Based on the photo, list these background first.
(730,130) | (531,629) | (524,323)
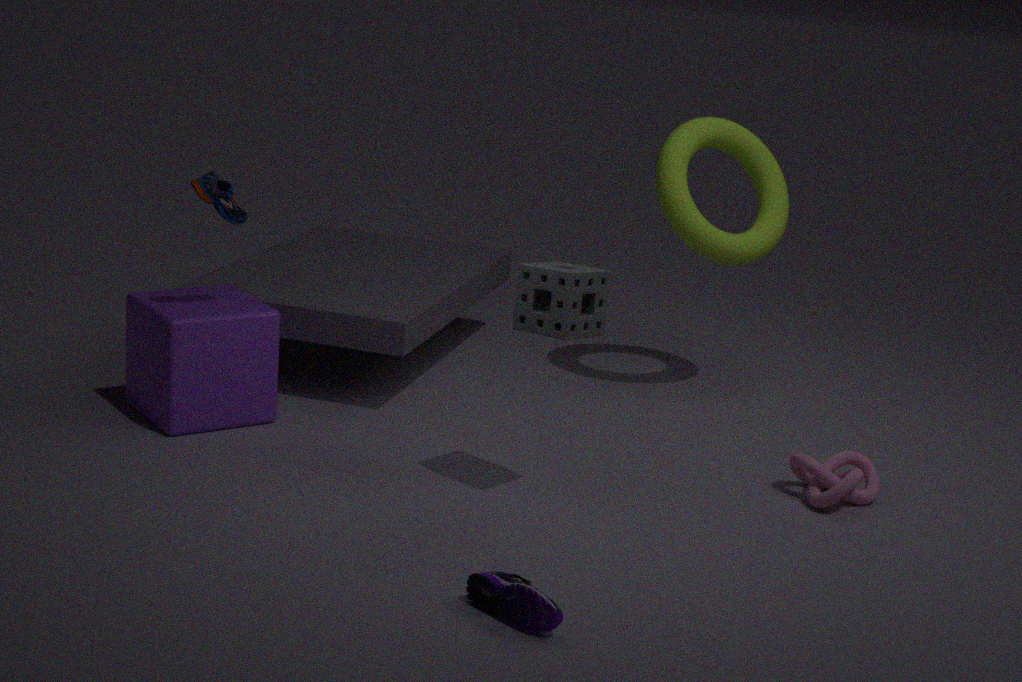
1. (730,130)
2. (524,323)
3. (531,629)
